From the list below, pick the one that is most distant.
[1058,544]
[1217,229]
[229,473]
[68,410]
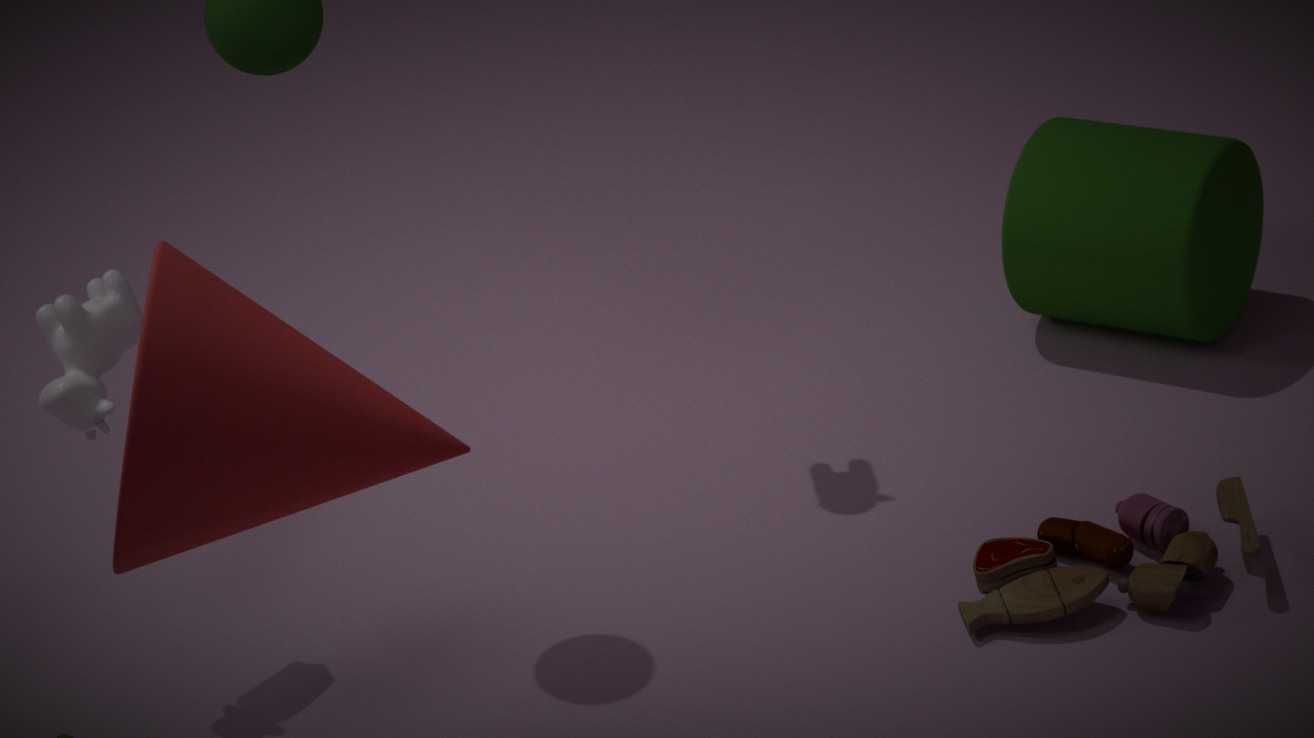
[1217,229]
